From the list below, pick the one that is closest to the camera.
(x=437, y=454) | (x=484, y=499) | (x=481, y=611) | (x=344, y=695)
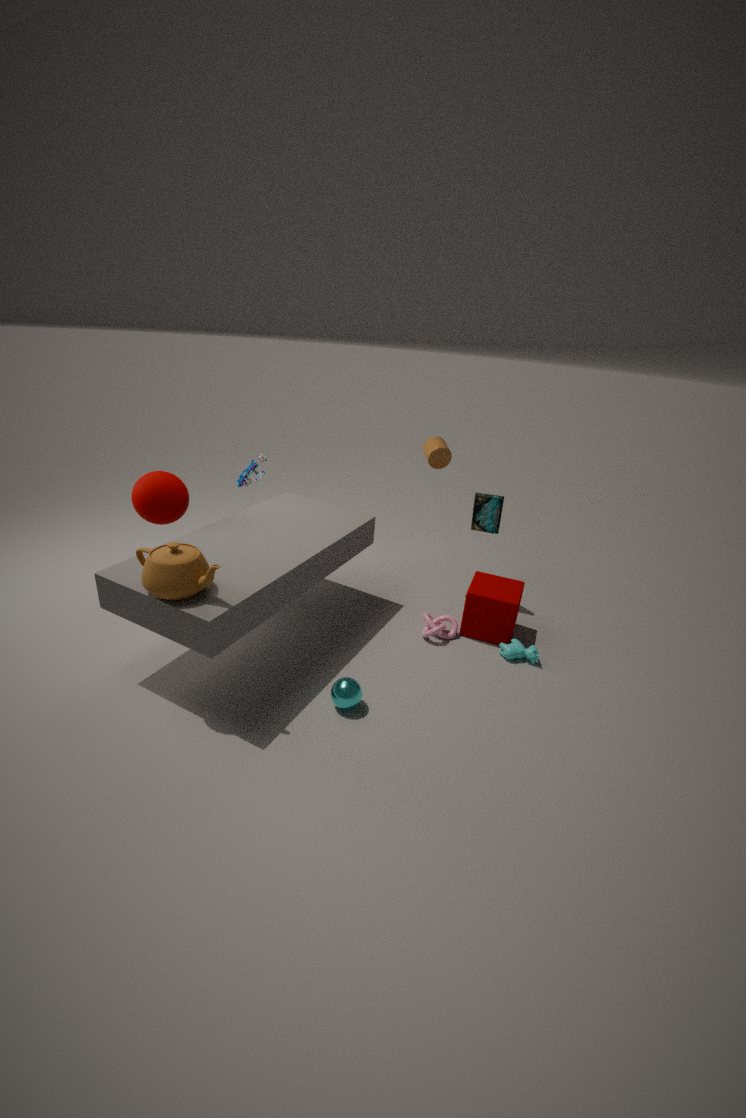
(x=344, y=695)
